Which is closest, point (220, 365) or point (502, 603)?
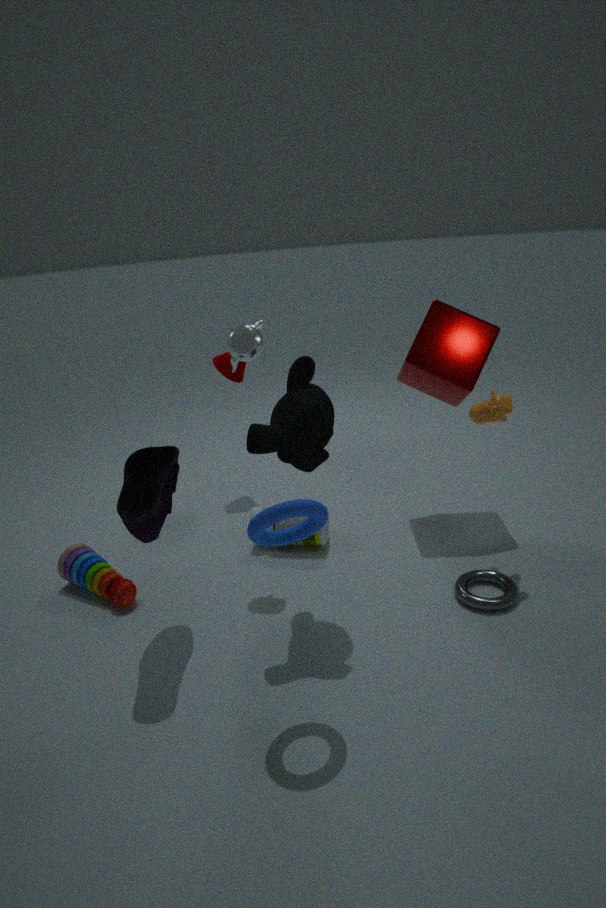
point (502, 603)
